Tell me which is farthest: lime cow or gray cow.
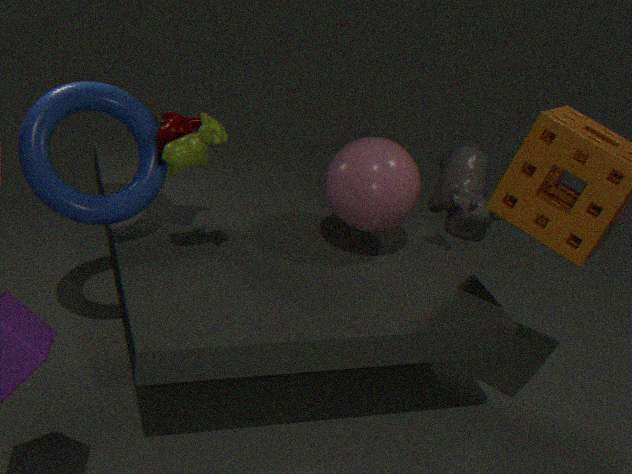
gray cow
